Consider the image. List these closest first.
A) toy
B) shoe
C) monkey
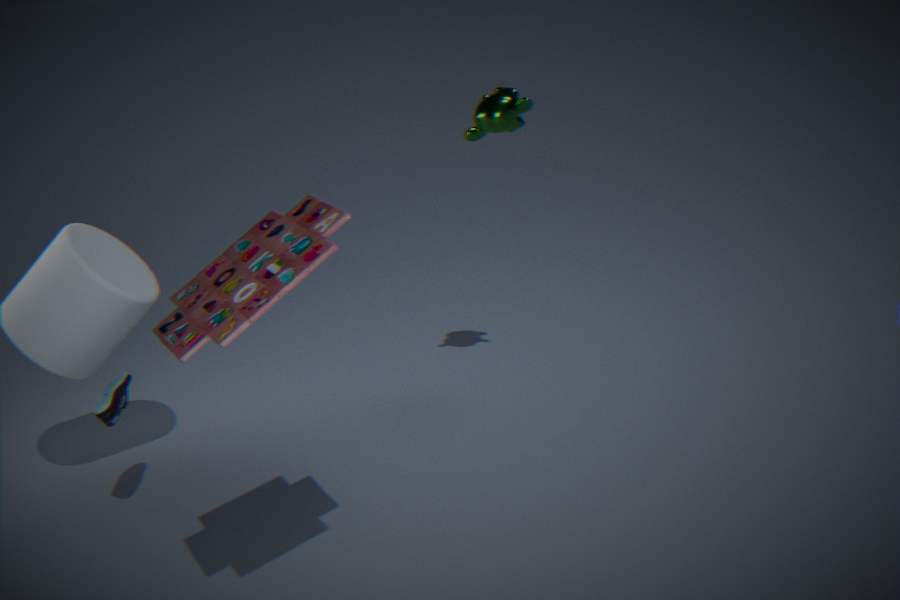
toy, shoe, monkey
